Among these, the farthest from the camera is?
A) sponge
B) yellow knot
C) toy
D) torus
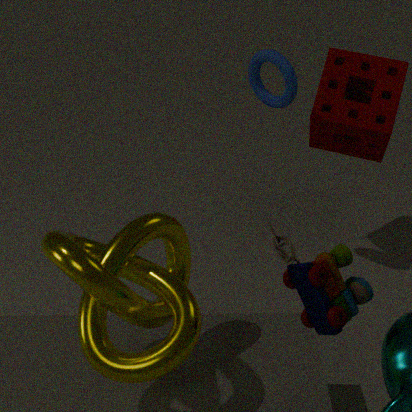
sponge
